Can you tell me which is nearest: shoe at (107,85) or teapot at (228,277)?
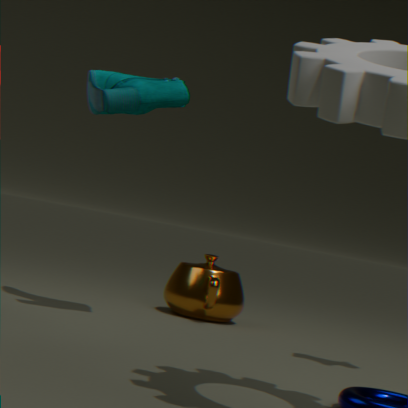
shoe at (107,85)
